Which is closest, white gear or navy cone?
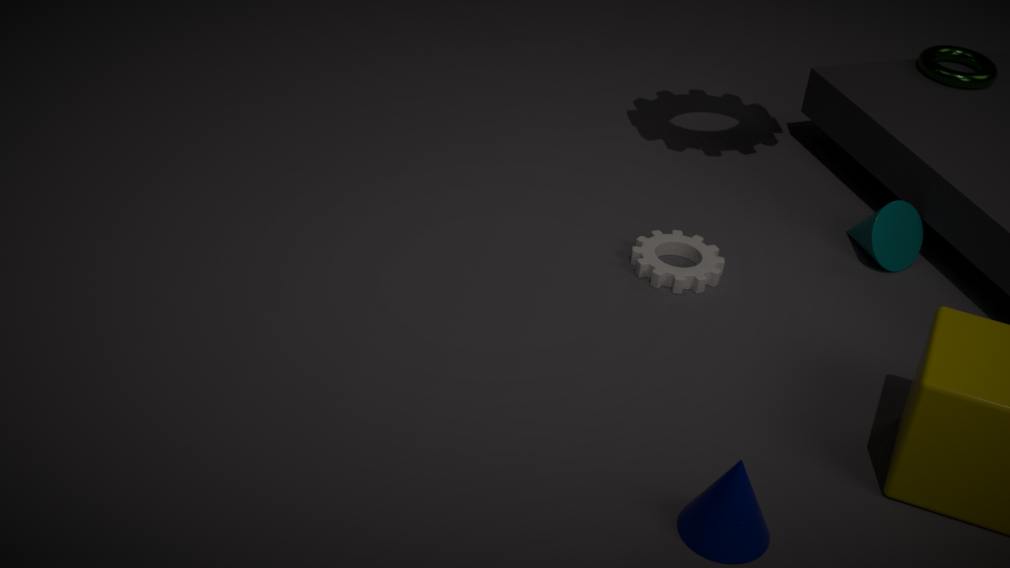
navy cone
